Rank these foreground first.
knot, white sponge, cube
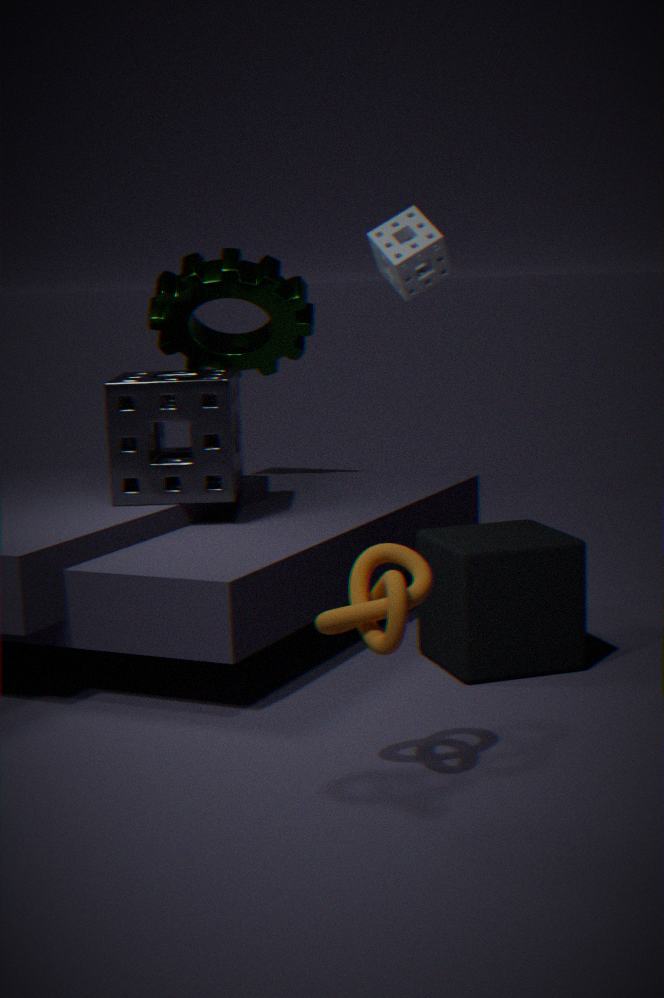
knot < cube < white sponge
